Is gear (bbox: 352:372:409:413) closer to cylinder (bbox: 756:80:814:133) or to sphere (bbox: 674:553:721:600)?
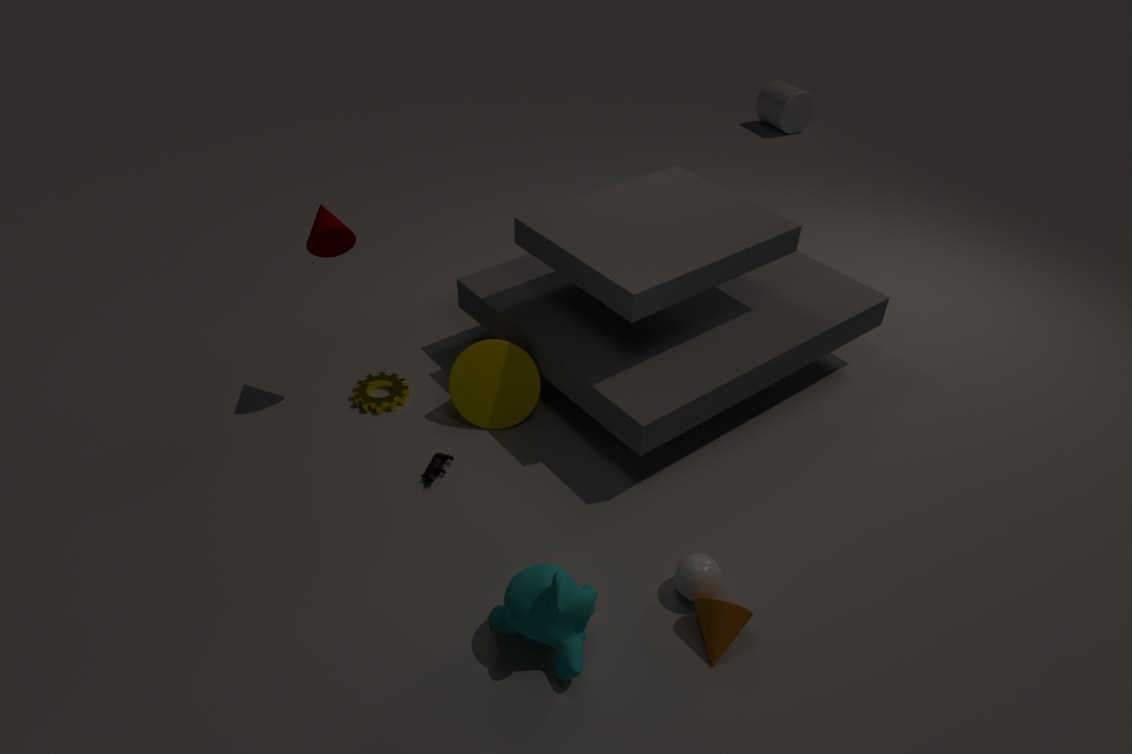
sphere (bbox: 674:553:721:600)
